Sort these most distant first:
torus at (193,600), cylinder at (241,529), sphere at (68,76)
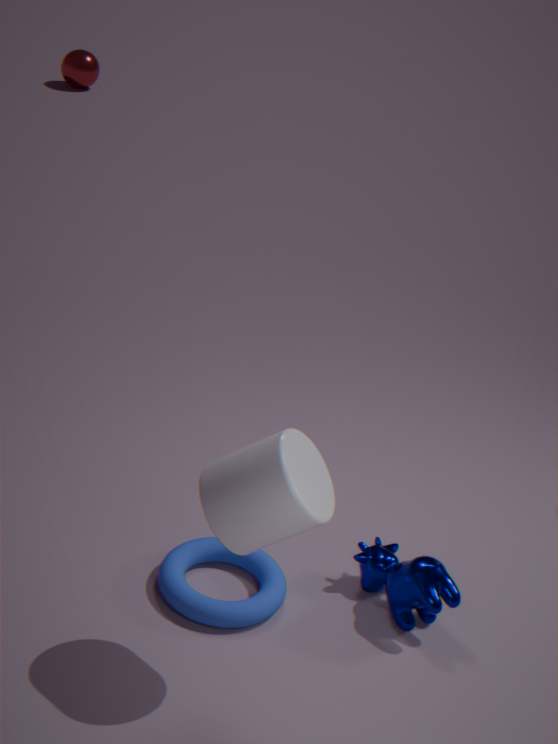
sphere at (68,76) → torus at (193,600) → cylinder at (241,529)
